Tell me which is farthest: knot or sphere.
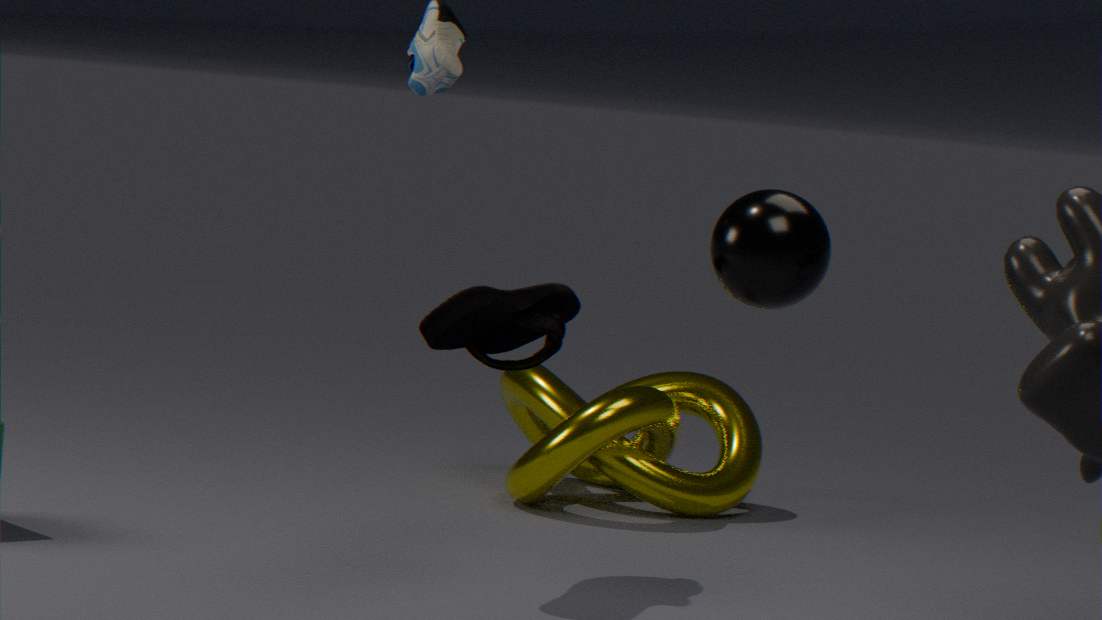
knot
